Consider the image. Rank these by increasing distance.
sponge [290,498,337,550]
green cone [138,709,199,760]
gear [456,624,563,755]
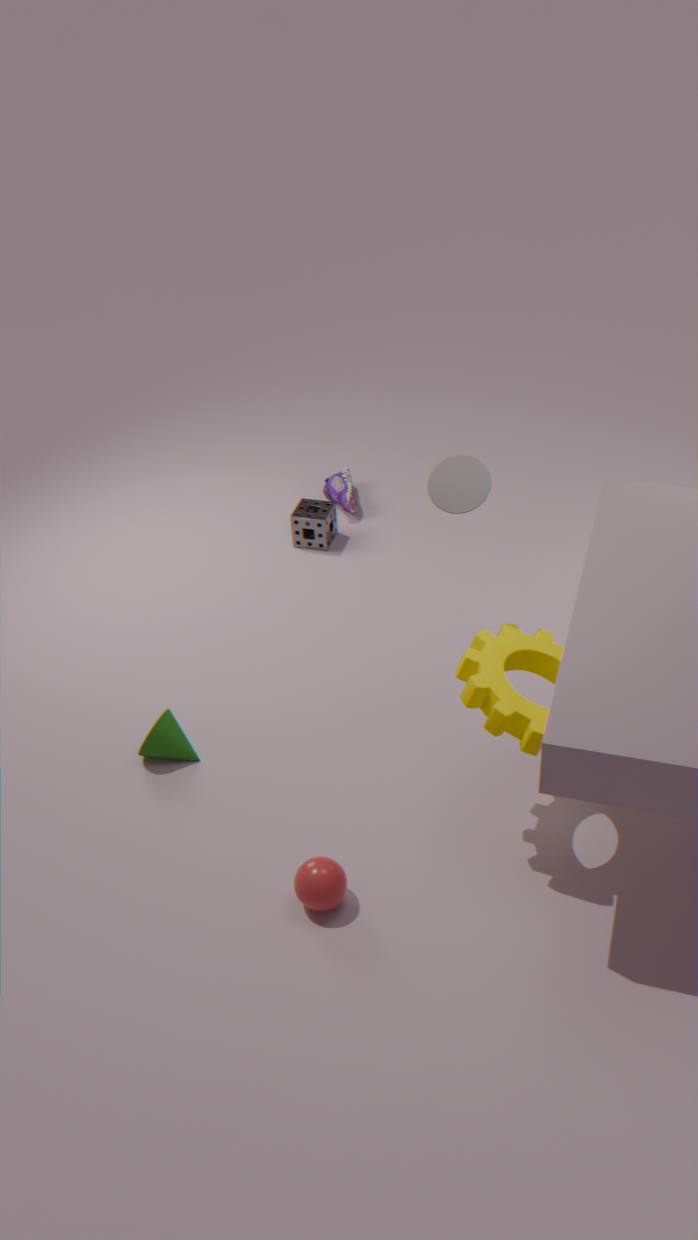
1. gear [456,624,563,755]
2. green cone [138,709,199,760]
3. sponge [290,498,337,550]
